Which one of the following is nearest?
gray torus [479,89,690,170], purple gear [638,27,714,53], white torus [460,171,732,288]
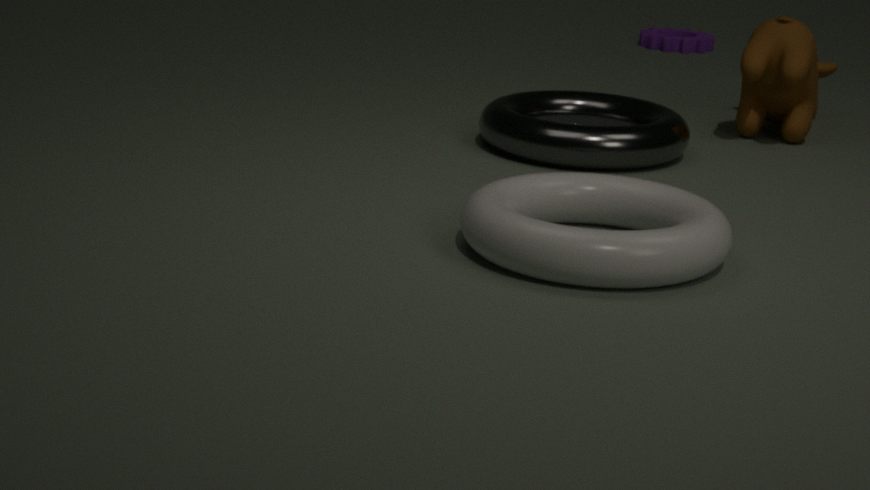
white torus [460,171,732,288]
